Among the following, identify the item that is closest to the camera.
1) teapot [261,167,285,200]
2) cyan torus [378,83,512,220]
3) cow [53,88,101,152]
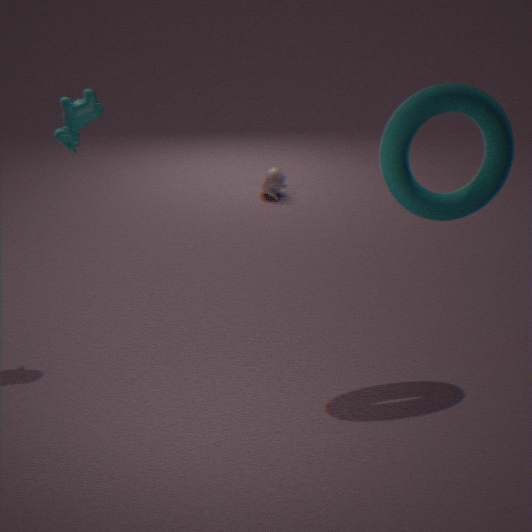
2. cyan torus [378,83,512,220]
